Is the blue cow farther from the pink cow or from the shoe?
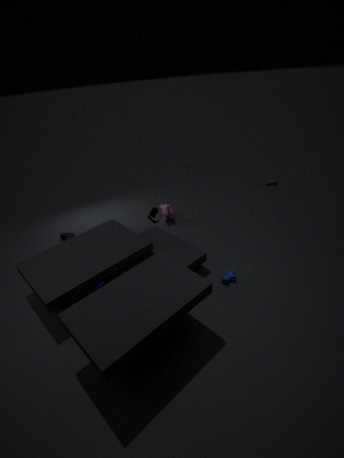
the shoe
